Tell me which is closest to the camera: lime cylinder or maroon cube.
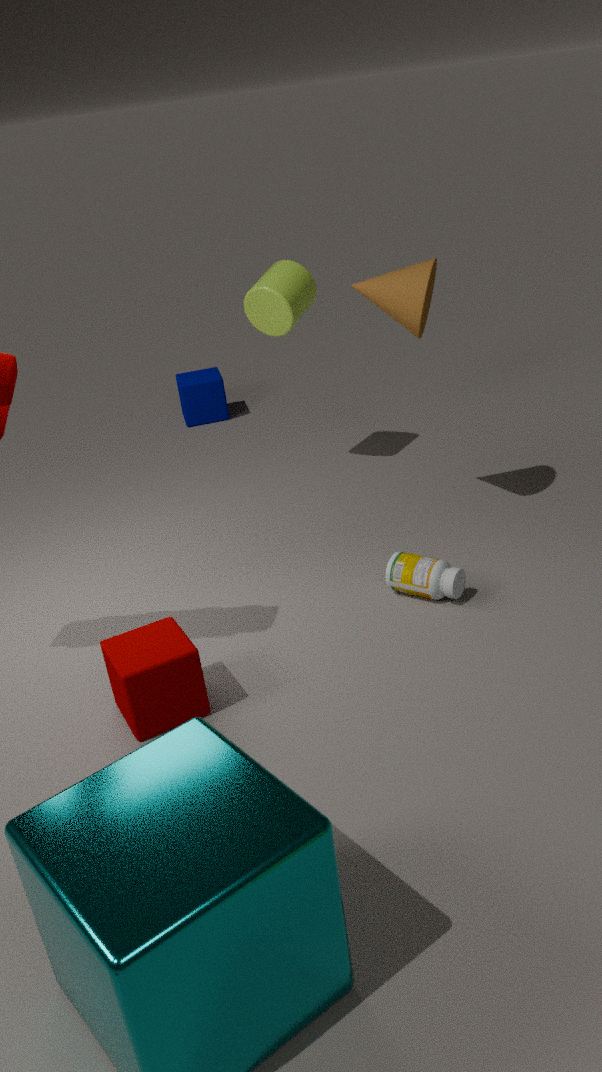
maroon cube
